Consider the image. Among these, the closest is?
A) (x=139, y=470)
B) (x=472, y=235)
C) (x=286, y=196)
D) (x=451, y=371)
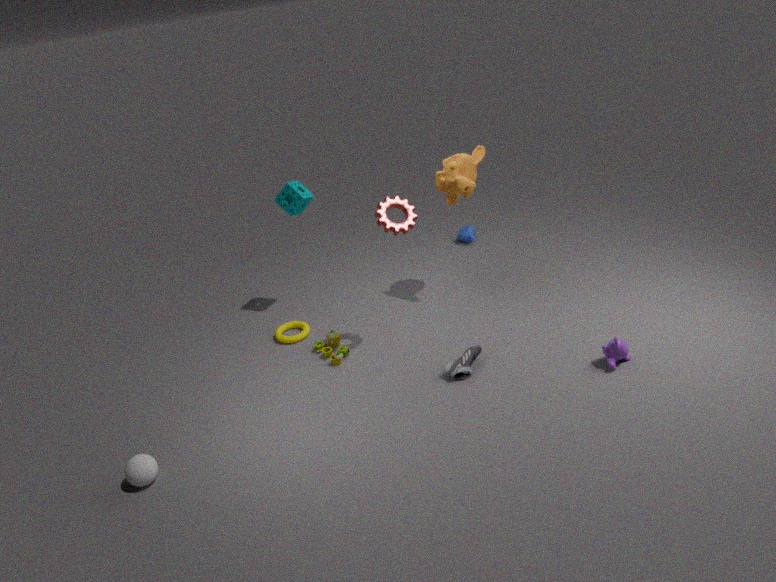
(x=139, y=470)
